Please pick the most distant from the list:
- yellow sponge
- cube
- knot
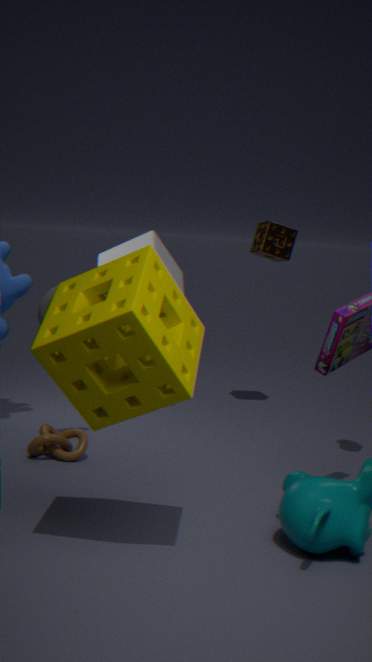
cube
